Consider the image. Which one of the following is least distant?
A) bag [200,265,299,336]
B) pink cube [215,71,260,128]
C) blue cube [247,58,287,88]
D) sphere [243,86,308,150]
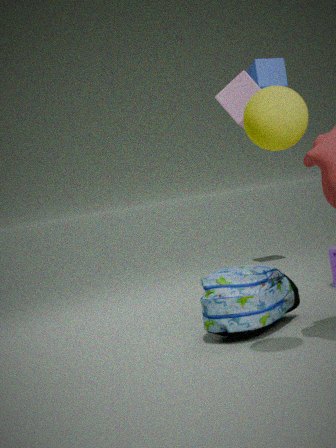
sphere [243,86,308,150]
